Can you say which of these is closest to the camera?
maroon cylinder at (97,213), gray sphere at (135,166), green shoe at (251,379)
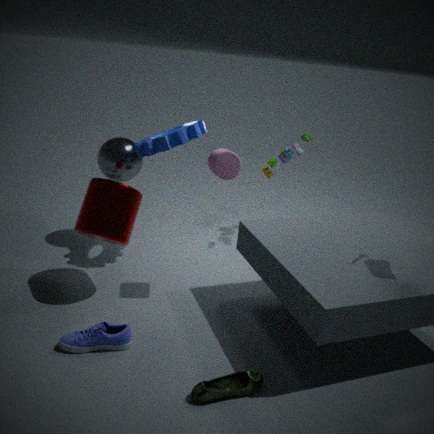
green shoe at (251,379)
